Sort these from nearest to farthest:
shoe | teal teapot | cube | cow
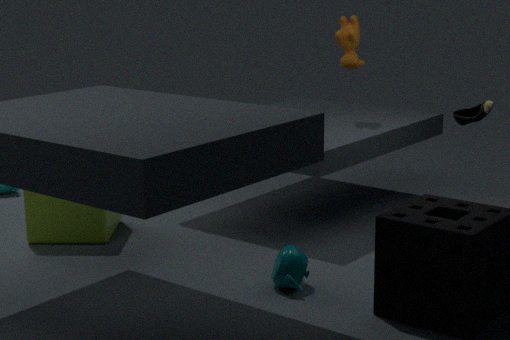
teal teapot, shoe, cube, cow
